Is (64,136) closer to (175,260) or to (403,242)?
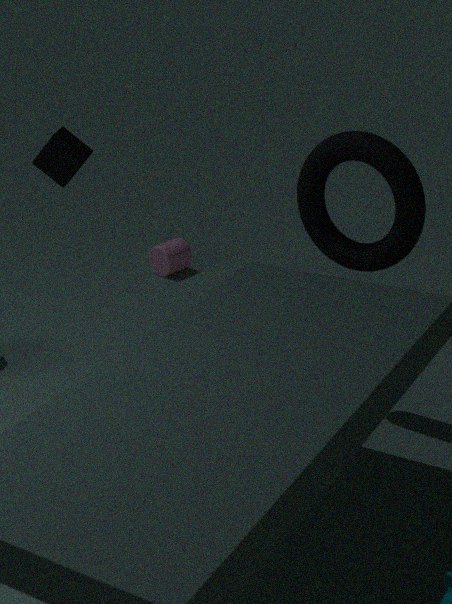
(175,260)
